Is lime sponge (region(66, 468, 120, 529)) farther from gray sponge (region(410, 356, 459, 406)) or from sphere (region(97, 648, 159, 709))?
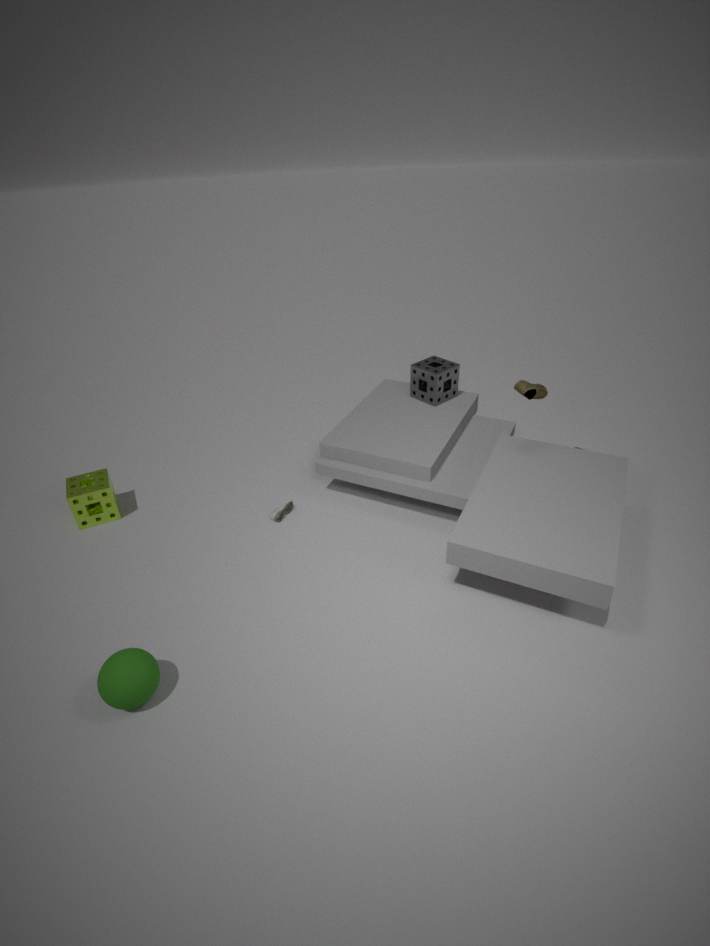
gray sponge (region(410, 356, 459, 406))
